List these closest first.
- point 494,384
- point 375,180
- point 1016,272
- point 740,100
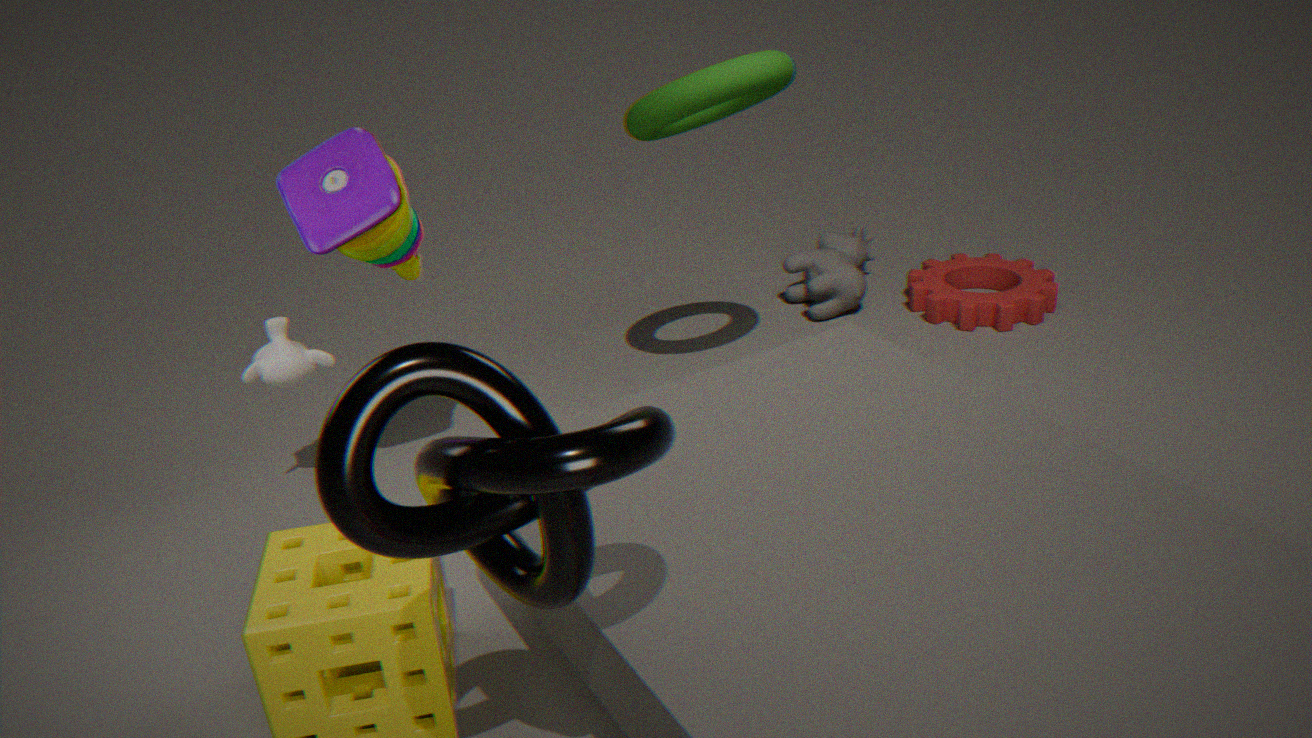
point 494,384 < point 375,180 < point 740,100 < point 1016,272
